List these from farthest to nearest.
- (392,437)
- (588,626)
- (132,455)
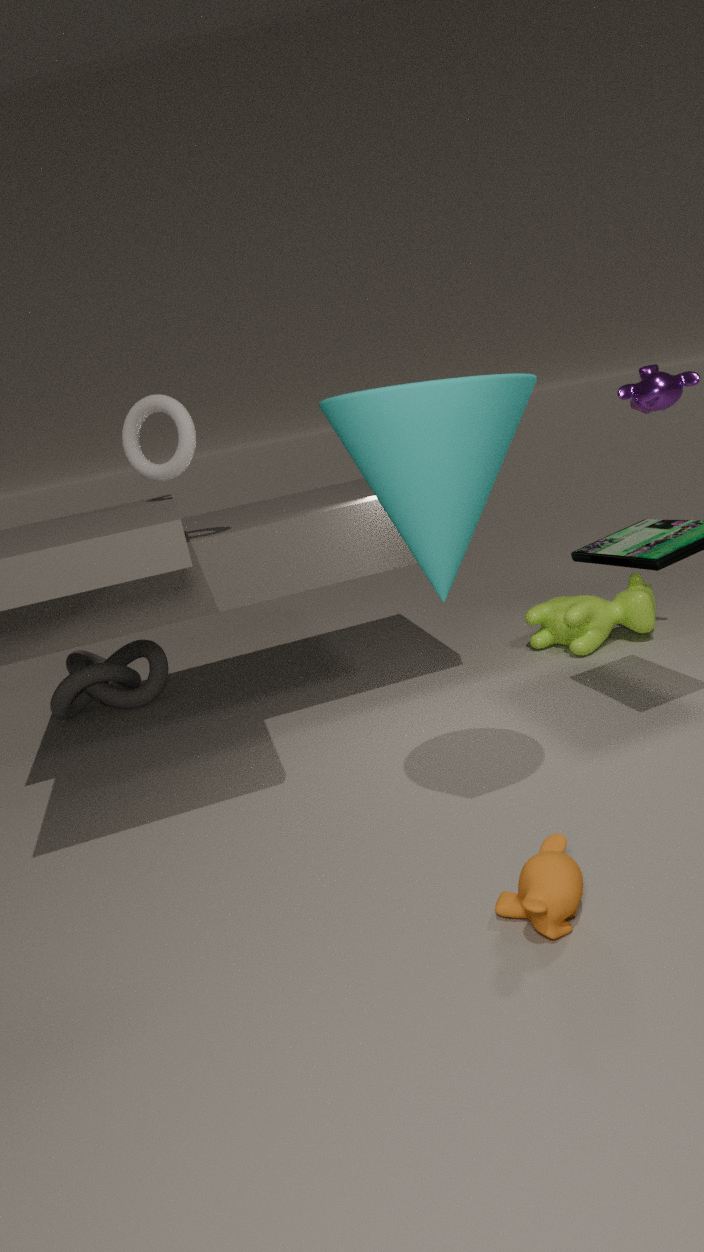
(588,626)
(132,455)
(392,437)
